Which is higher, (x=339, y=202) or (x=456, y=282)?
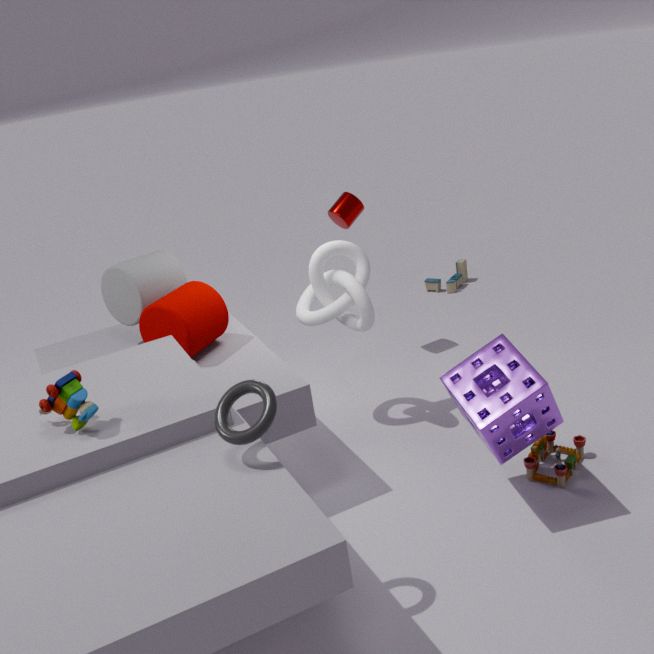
(x=339, y=202)
